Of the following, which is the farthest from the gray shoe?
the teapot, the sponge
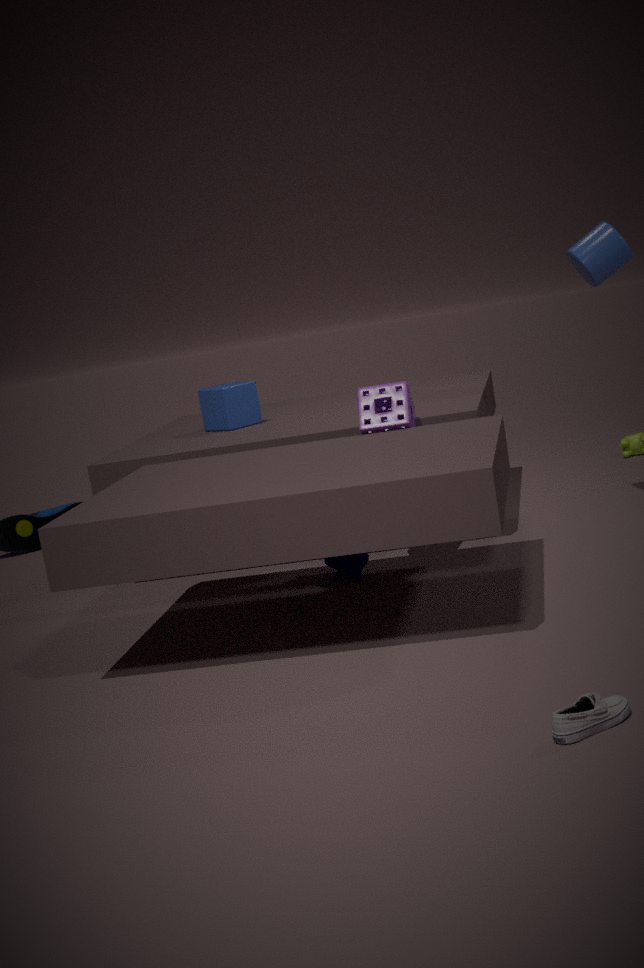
the sponge
